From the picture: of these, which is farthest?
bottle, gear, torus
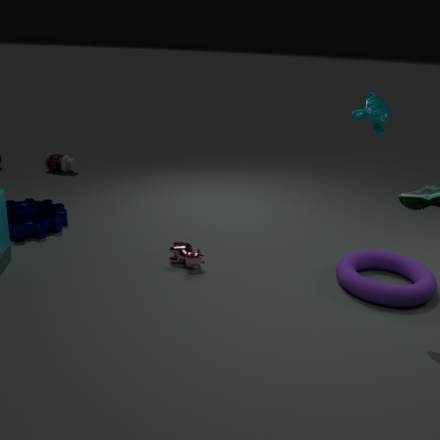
bottle
